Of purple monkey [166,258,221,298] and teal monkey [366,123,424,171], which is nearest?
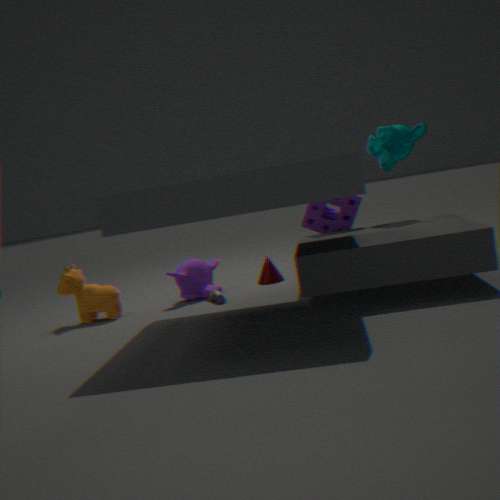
teal monkey [366,123,424,171]
